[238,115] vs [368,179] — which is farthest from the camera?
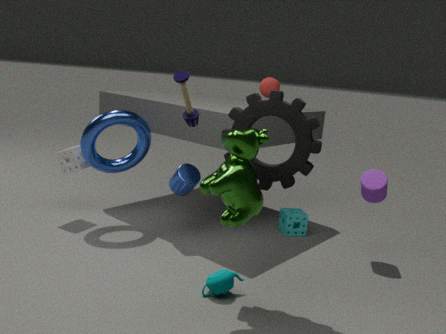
[368,179]
